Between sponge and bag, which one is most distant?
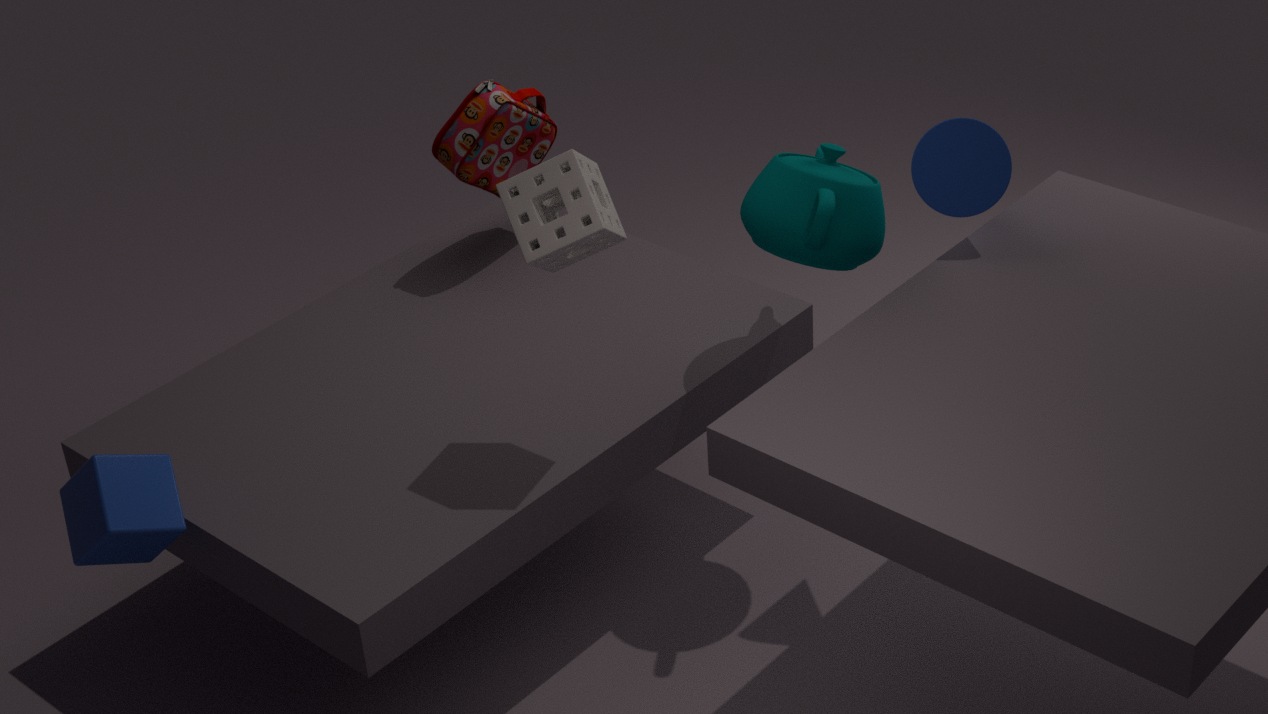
bag
